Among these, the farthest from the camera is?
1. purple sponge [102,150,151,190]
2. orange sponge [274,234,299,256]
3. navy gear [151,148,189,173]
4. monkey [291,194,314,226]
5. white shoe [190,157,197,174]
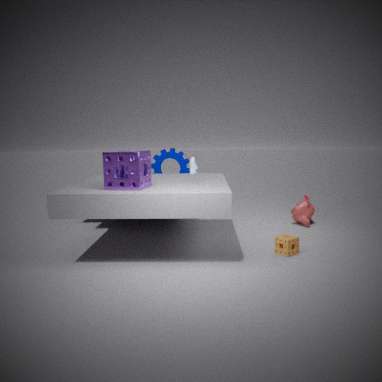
navy gear [151,148,189,173]
